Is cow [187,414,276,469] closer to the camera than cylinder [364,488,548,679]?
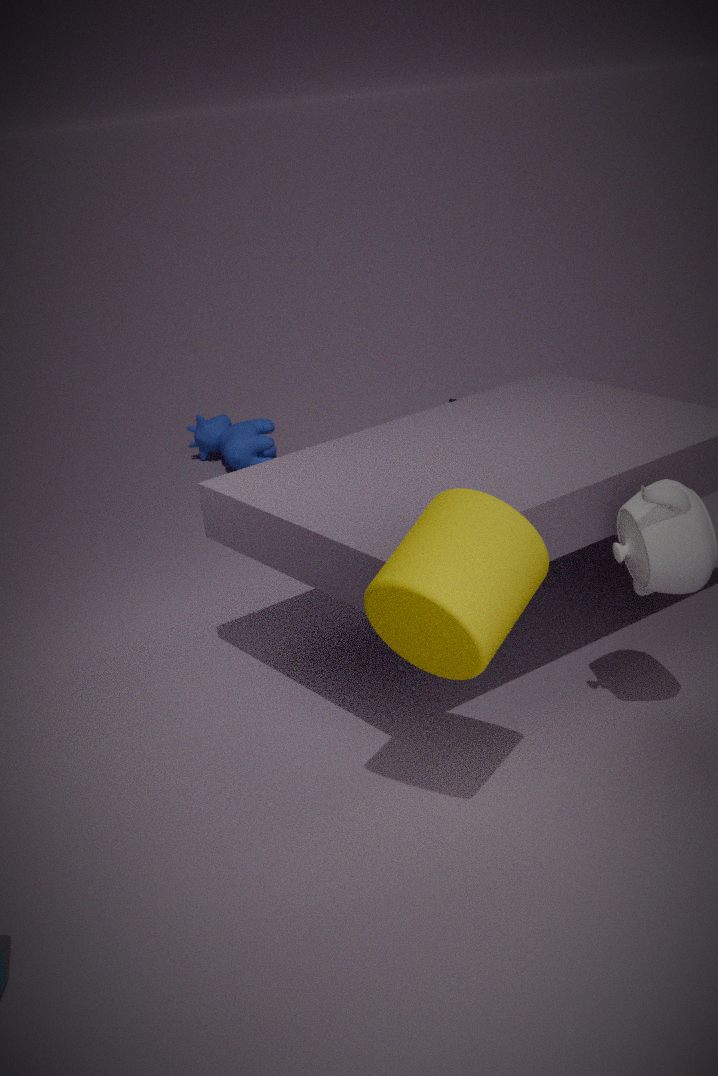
No
